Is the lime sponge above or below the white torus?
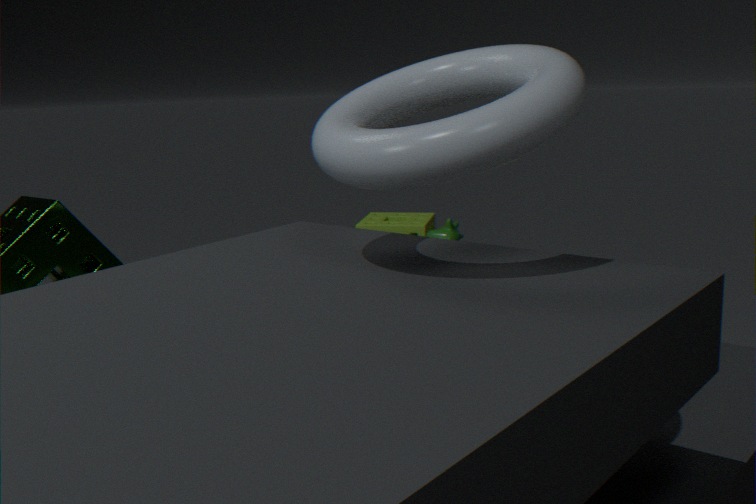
below
